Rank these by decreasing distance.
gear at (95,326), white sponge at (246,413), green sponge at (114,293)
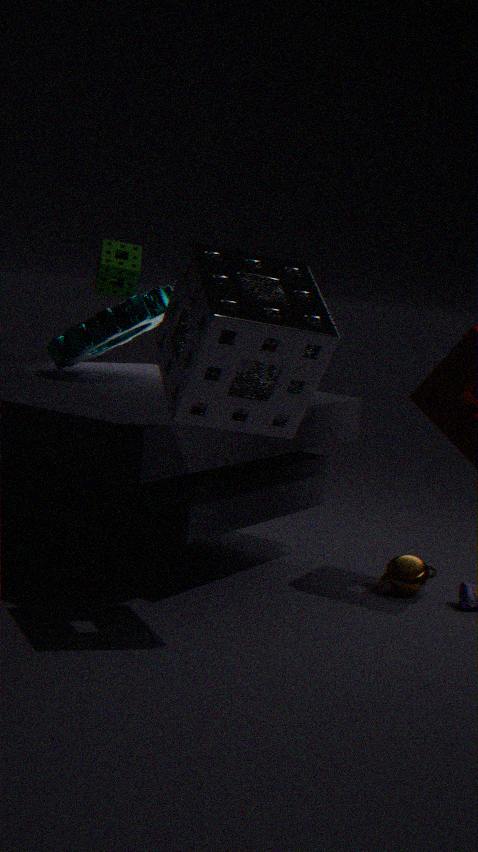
green sponge at (114,293) → gear at (95,326) → white sponge at (246,413)
